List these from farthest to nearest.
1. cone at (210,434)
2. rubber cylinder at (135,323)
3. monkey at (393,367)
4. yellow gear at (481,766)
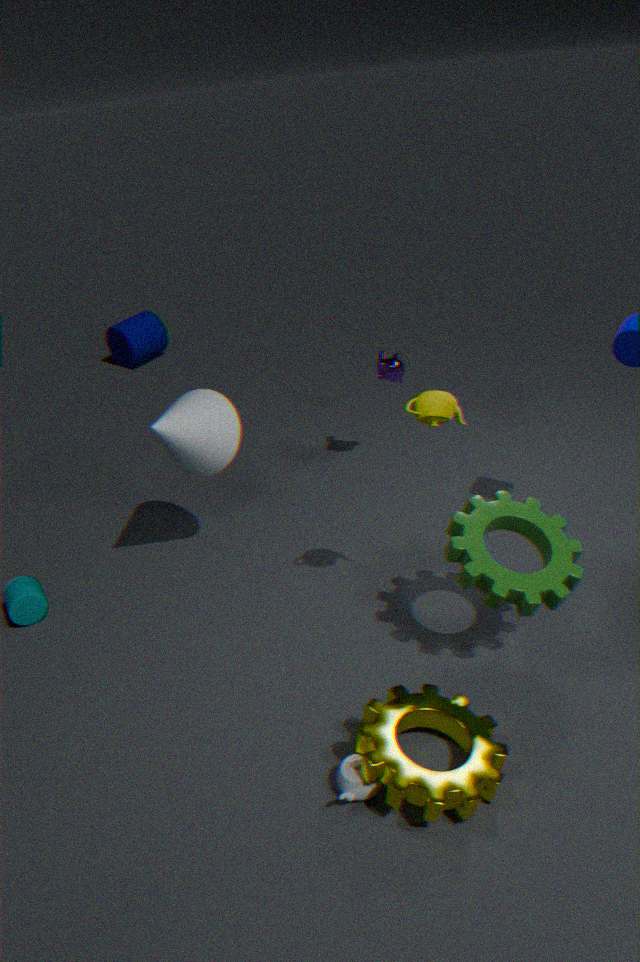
rubber cylinder at (135,323) < monkey at (393,367) < cone at (210,434) < yellow gear at (481,766)
